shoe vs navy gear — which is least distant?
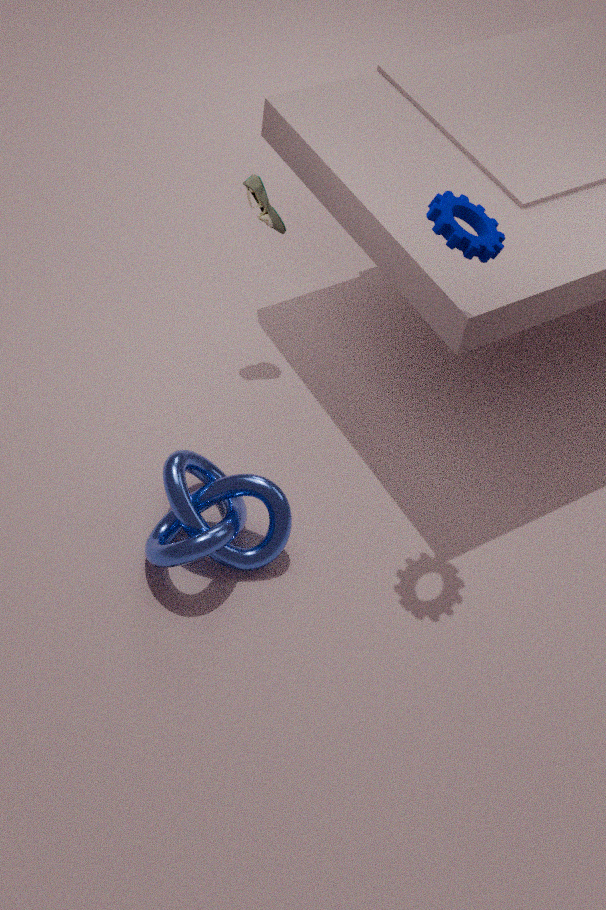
navy gear
